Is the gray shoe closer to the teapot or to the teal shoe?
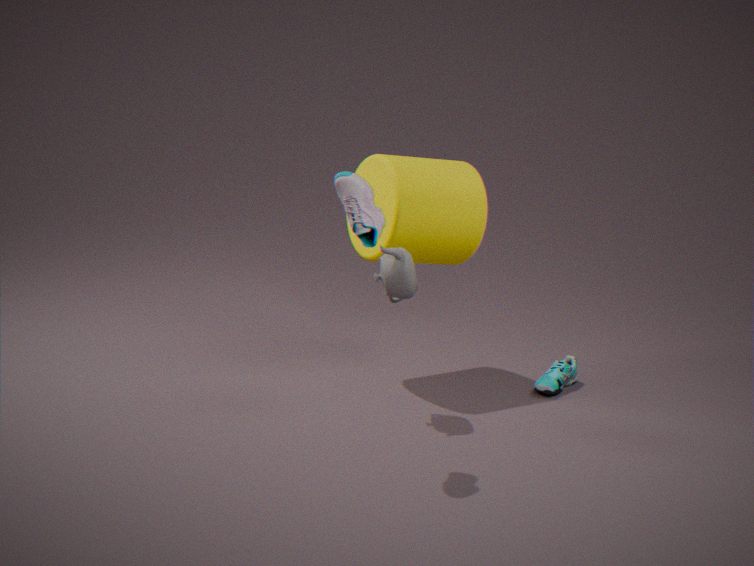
the teapot
